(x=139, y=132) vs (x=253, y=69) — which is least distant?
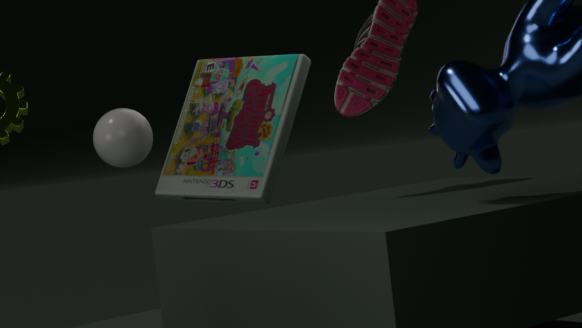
(x=139, y=132)
